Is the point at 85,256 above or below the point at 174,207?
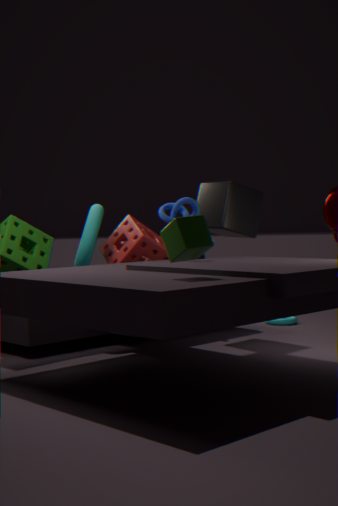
below
